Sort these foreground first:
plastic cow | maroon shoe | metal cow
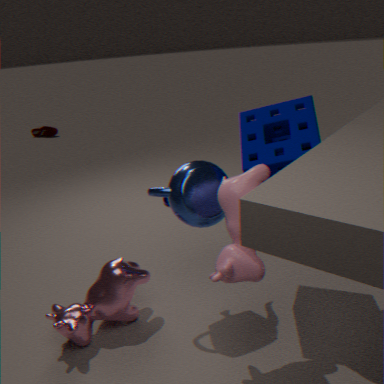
plastic cow < metal cow < maroon shoe
